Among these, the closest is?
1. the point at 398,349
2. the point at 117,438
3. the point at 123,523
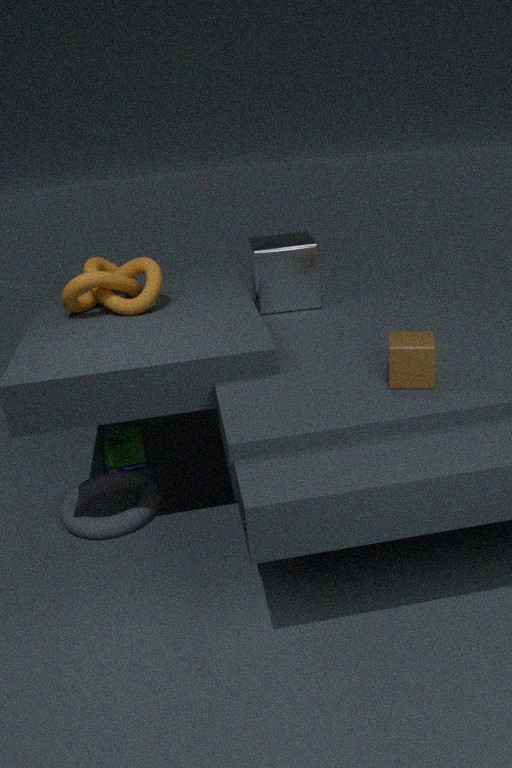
the point at 398,349
